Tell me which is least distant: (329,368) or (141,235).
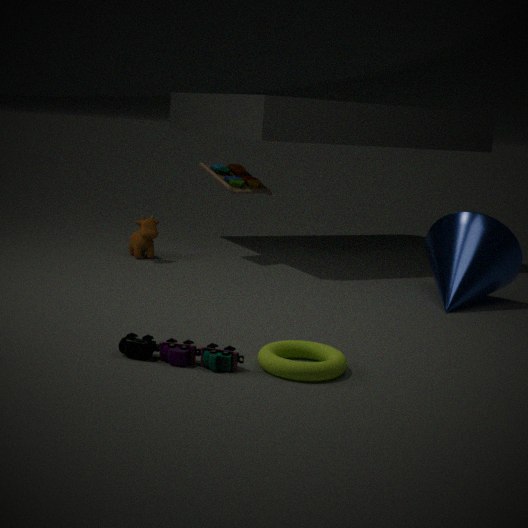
(329,368)
